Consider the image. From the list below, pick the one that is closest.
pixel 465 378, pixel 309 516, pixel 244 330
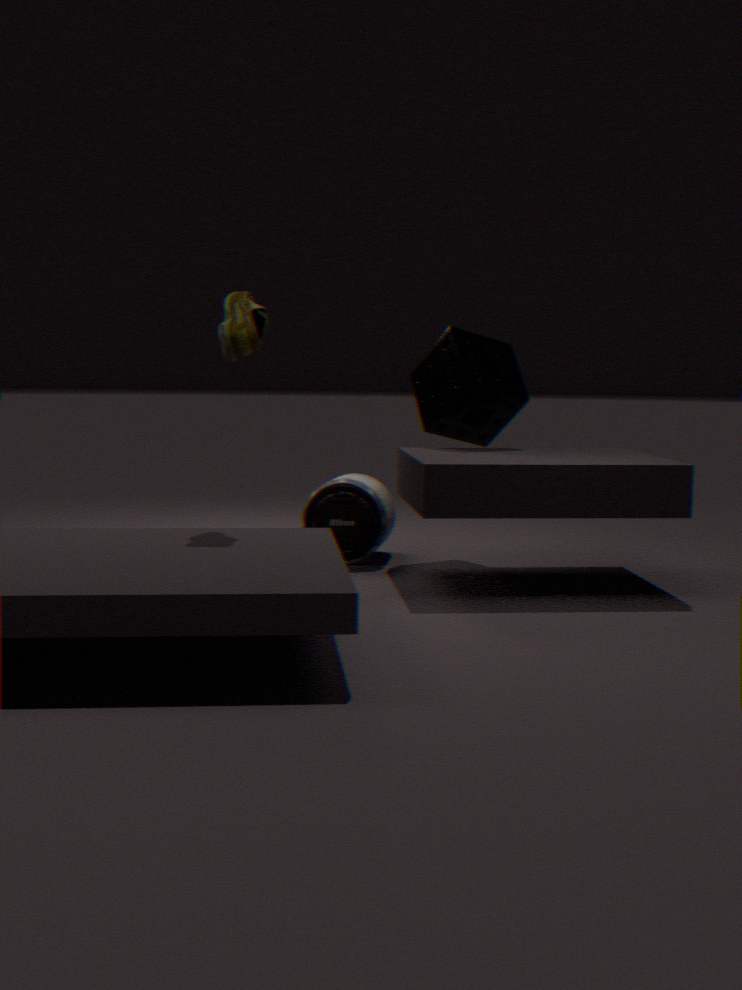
pixel 244 330
